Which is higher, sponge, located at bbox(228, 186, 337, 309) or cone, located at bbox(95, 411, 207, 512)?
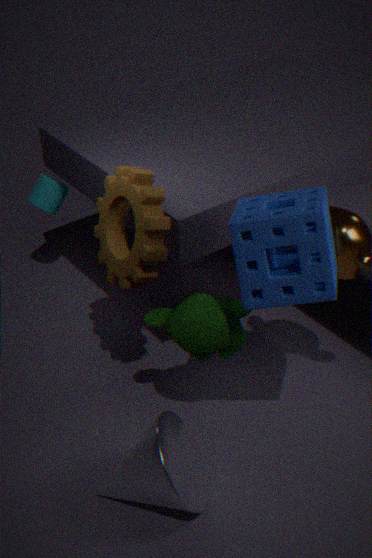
sponge, located at bbox(228, 186, 337, 309)
